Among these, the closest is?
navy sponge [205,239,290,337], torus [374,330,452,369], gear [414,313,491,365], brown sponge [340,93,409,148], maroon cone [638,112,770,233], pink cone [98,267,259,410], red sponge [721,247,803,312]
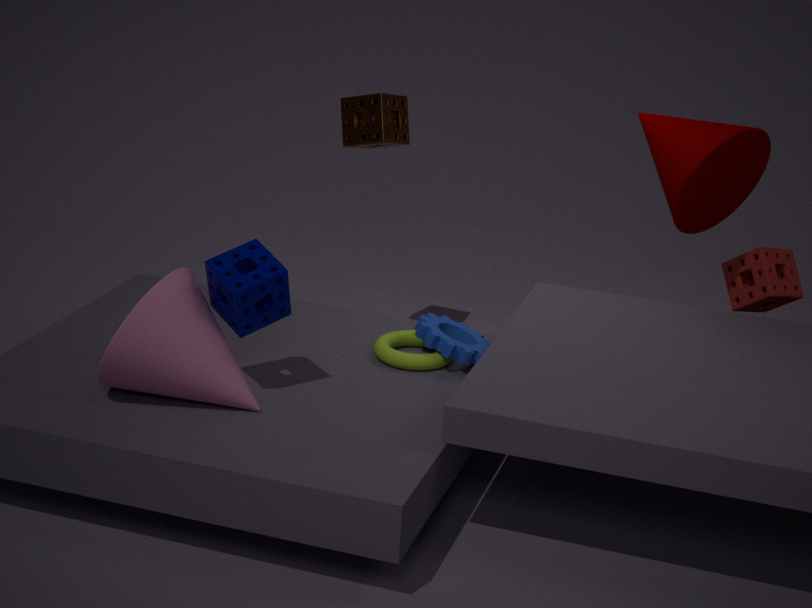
pink cone [98,267,259,410]
